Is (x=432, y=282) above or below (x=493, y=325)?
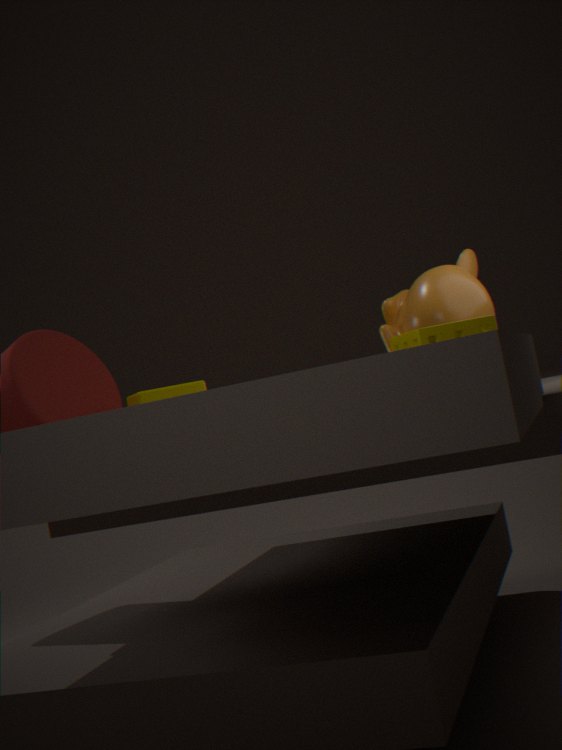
above
